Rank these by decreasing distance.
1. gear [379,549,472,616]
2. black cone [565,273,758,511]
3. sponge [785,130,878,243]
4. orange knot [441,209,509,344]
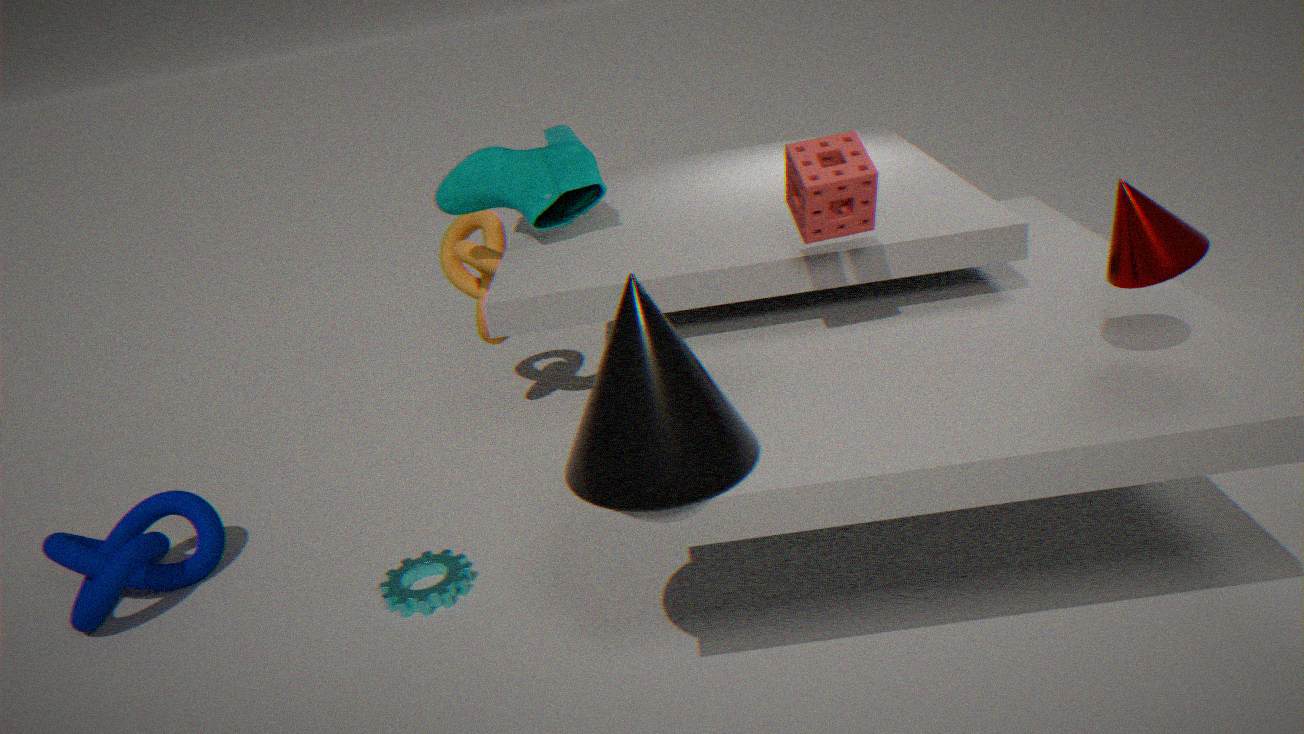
orange knot [441,209,509,344], gear [379,549,472,616], sponge [785,130,878,243], black cone [565,273,758,511]
